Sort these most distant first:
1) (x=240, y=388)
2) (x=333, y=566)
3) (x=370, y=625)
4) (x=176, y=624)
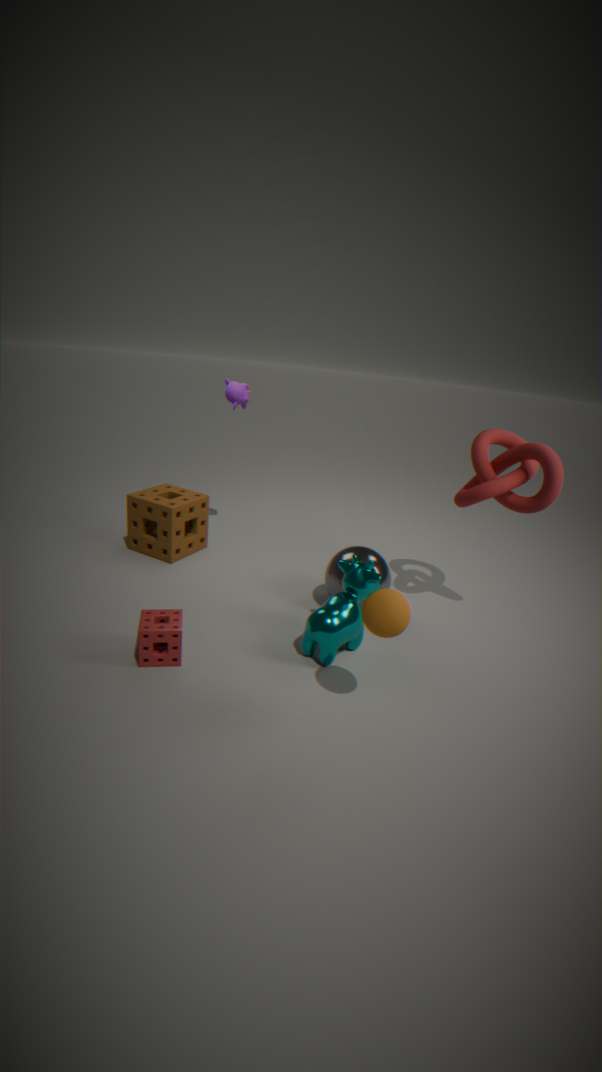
1. (x=240, y=388), 2. (x=333, y=566), 4. (x=176, y=624), 3. (x=370, y=625)
